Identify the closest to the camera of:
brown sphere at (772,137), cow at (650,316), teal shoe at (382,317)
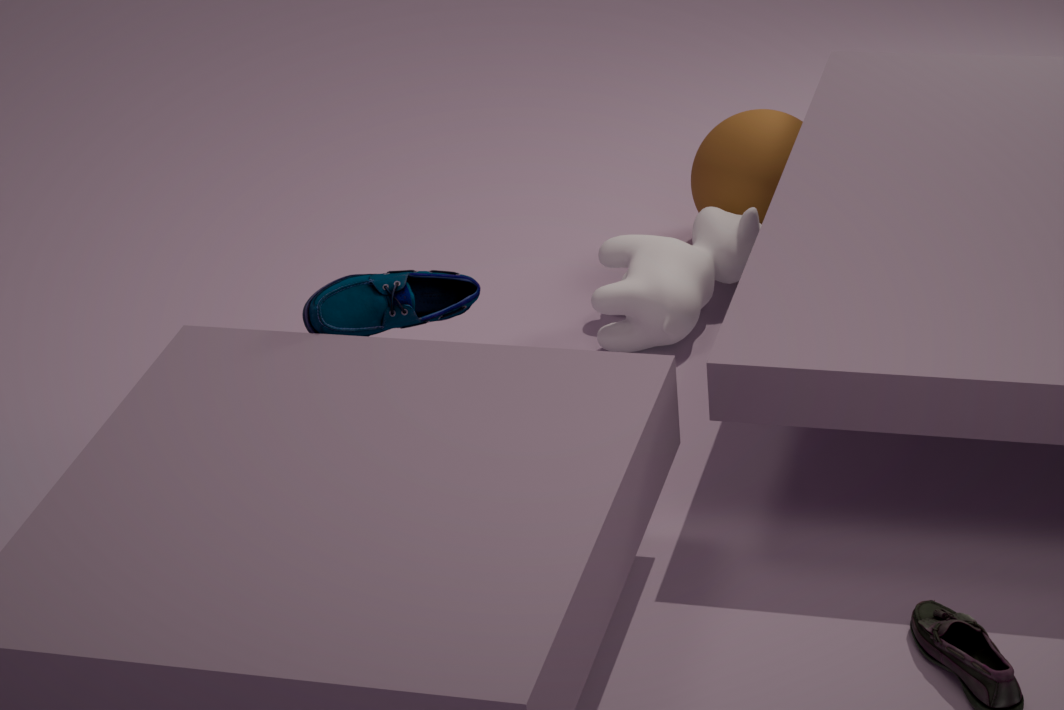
teal shoe at (382,317)
